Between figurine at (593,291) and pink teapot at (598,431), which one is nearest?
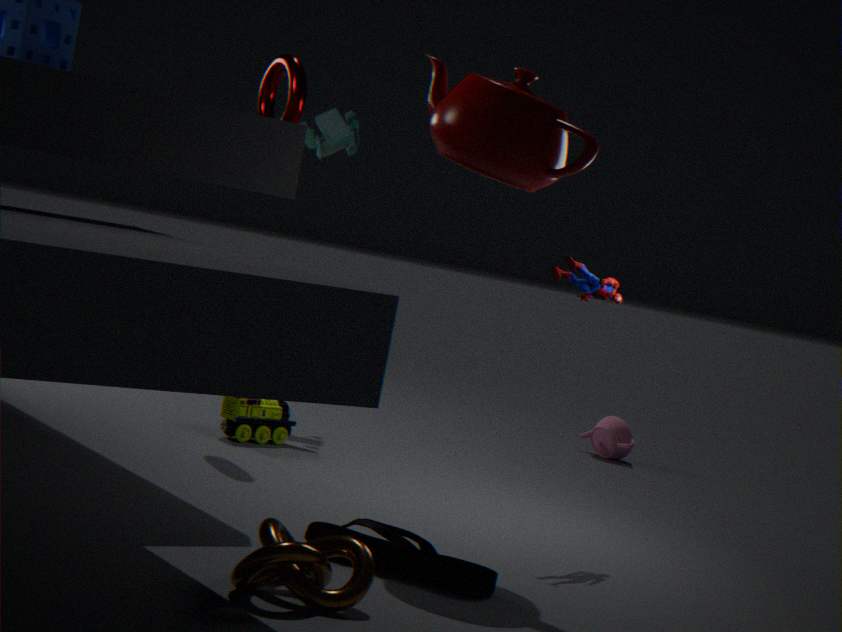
figurine at (593,291)
